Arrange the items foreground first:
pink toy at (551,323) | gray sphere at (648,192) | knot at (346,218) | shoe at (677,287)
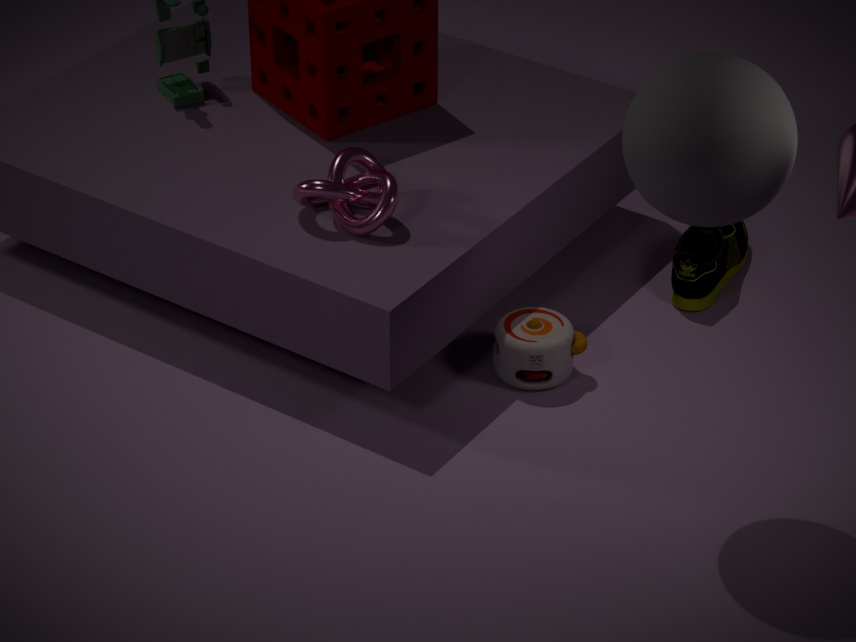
gray sphere at (648,192) → knot at (346,218) → pink toy at (551,323) → shoe at (677,287)
